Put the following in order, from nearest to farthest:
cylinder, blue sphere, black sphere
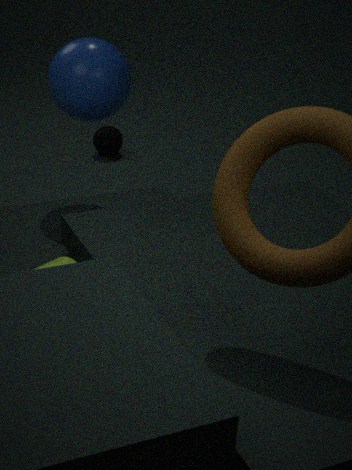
cylinder
blue sphere
black sphere
